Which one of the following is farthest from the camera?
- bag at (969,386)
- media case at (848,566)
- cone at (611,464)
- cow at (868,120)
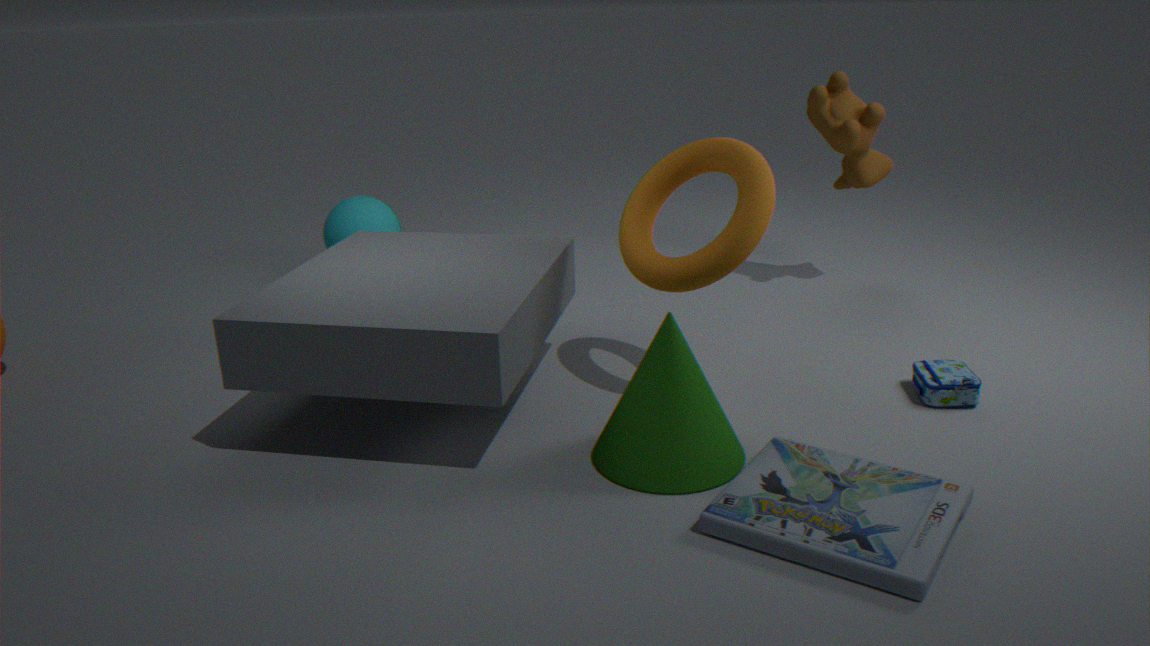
cow at (868,120)
